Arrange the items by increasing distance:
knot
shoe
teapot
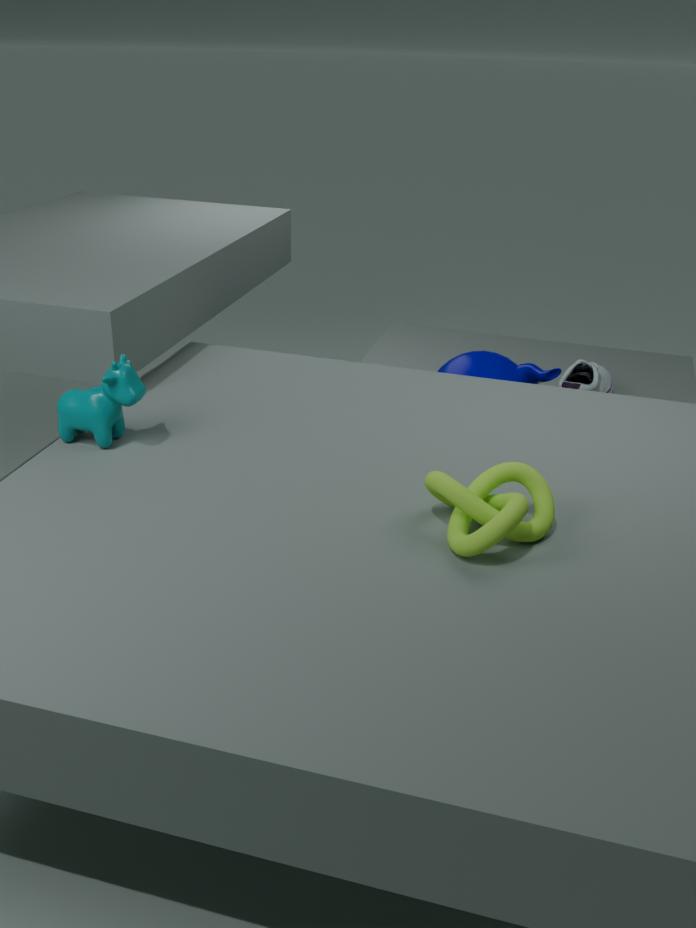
knot, teapot, shoe
